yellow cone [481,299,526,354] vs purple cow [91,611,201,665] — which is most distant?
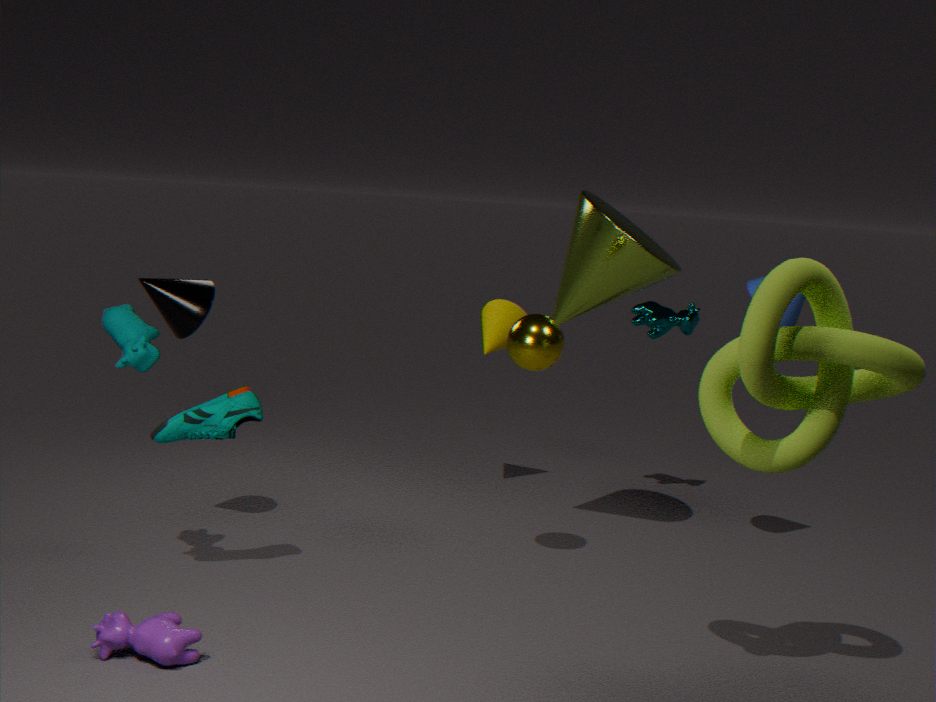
yellow cone [481,299,526,354]
